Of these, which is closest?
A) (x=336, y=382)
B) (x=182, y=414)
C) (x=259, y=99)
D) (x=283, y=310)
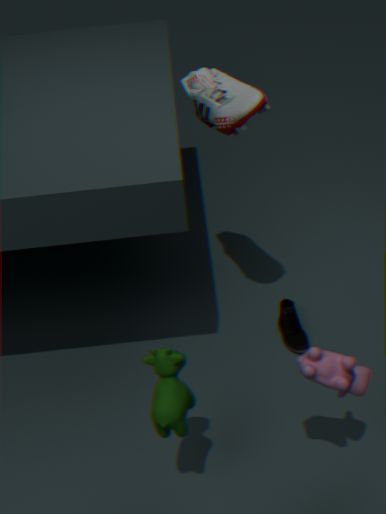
(x=336, y=382)
